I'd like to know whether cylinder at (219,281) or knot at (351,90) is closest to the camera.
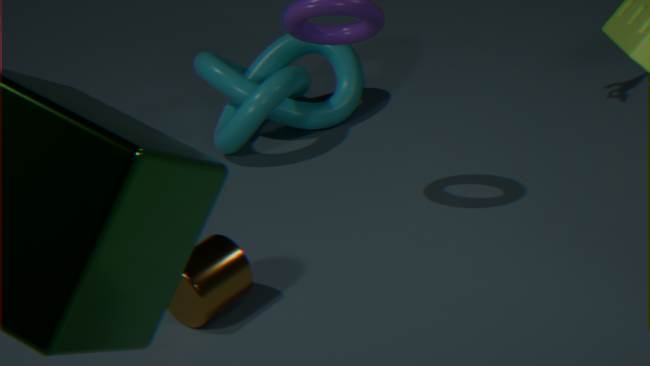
cylinder at (219,281)
